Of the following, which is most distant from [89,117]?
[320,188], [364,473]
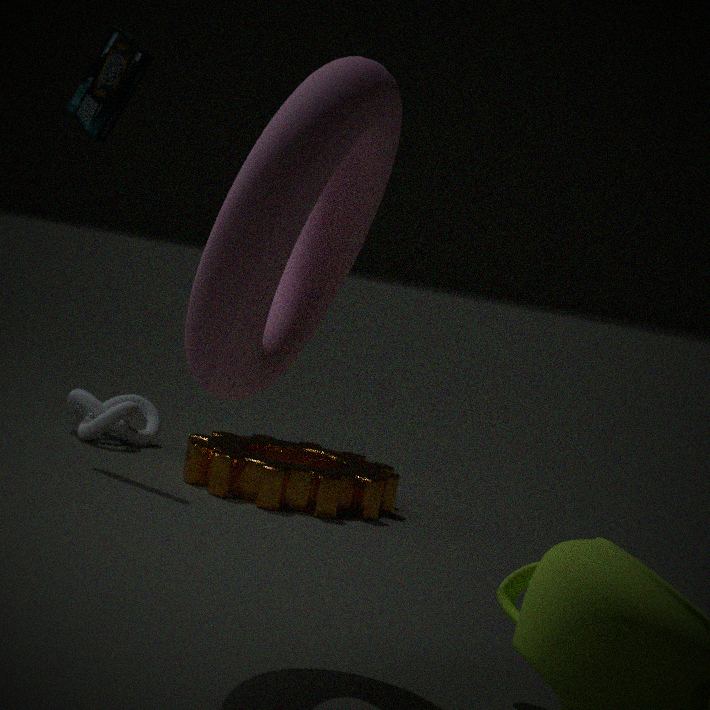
[320,188]
